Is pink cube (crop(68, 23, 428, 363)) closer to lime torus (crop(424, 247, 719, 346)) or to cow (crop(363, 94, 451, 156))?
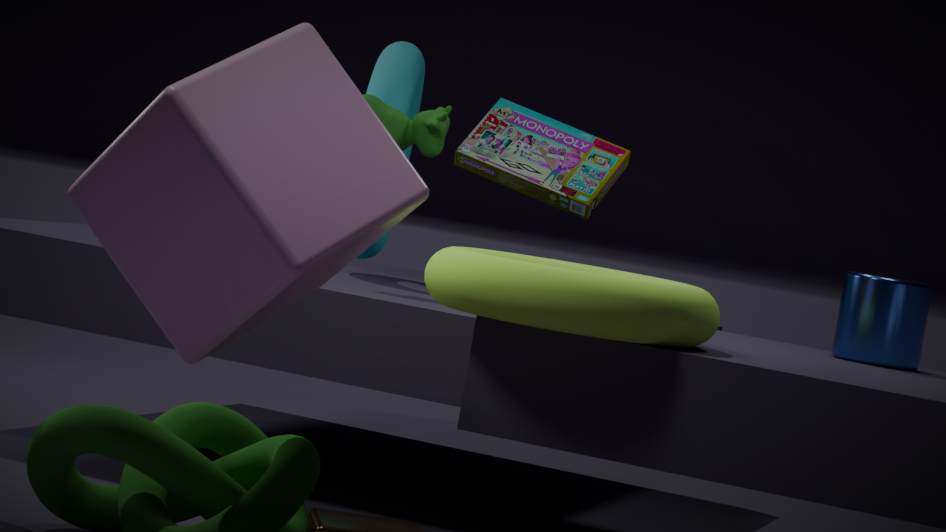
lime torus (crop(424, 247, 719, 346))
